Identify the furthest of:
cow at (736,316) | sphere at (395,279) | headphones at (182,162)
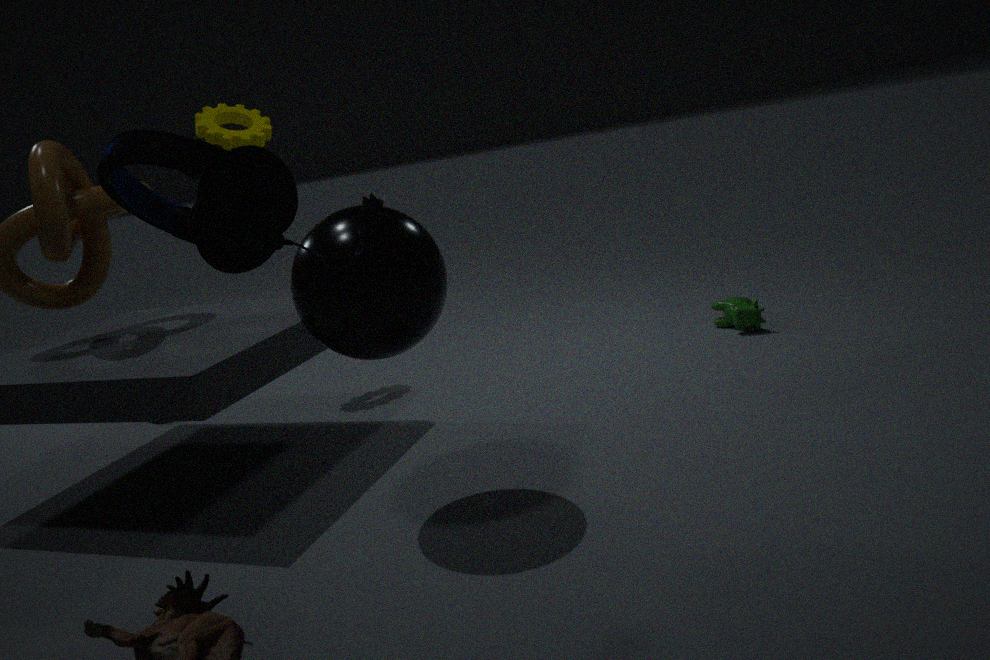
cow at (736,316)
